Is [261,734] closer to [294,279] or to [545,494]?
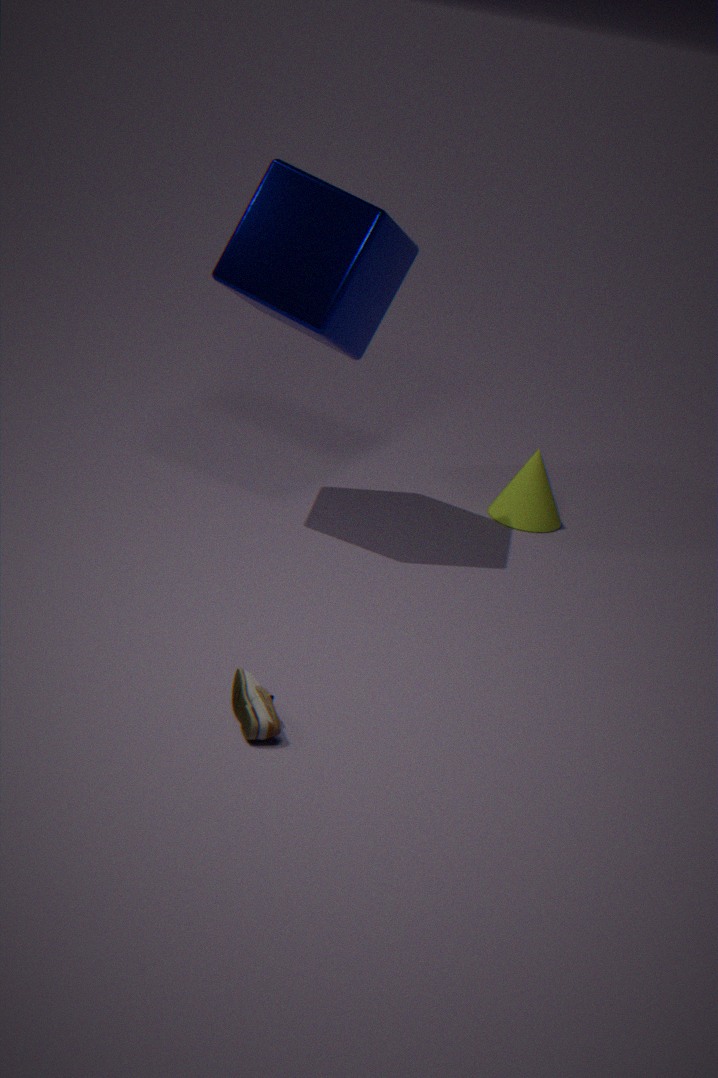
[294,279]
